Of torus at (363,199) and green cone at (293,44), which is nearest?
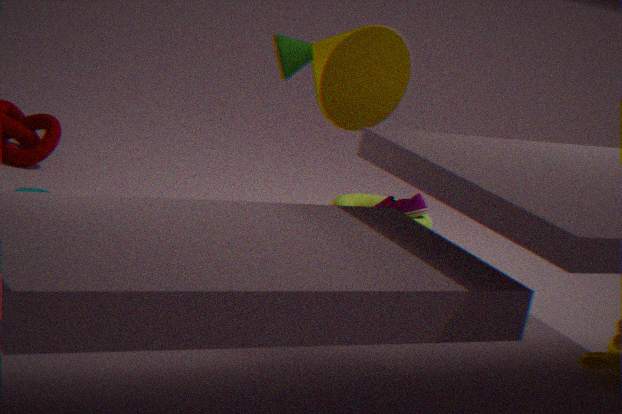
green cone at (293,44)
